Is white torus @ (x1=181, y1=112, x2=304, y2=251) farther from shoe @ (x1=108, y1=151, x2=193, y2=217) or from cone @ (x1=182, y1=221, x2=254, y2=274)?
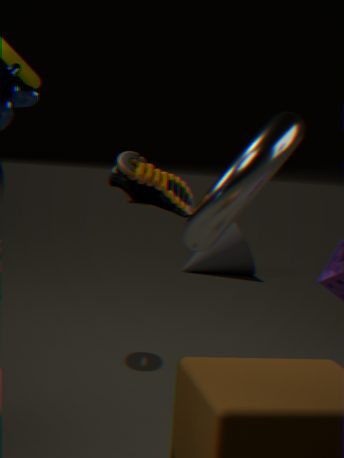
cone @ (x1=182, y1=221, x2=254, y2=274)
